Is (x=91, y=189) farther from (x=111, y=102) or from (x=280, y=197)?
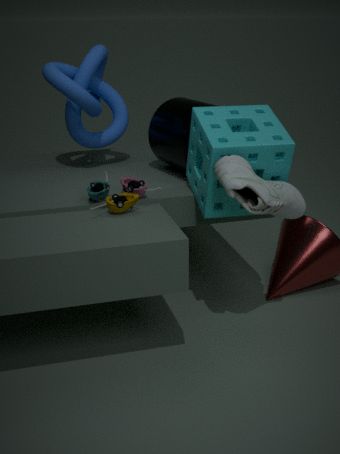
(x=111, y=102)
